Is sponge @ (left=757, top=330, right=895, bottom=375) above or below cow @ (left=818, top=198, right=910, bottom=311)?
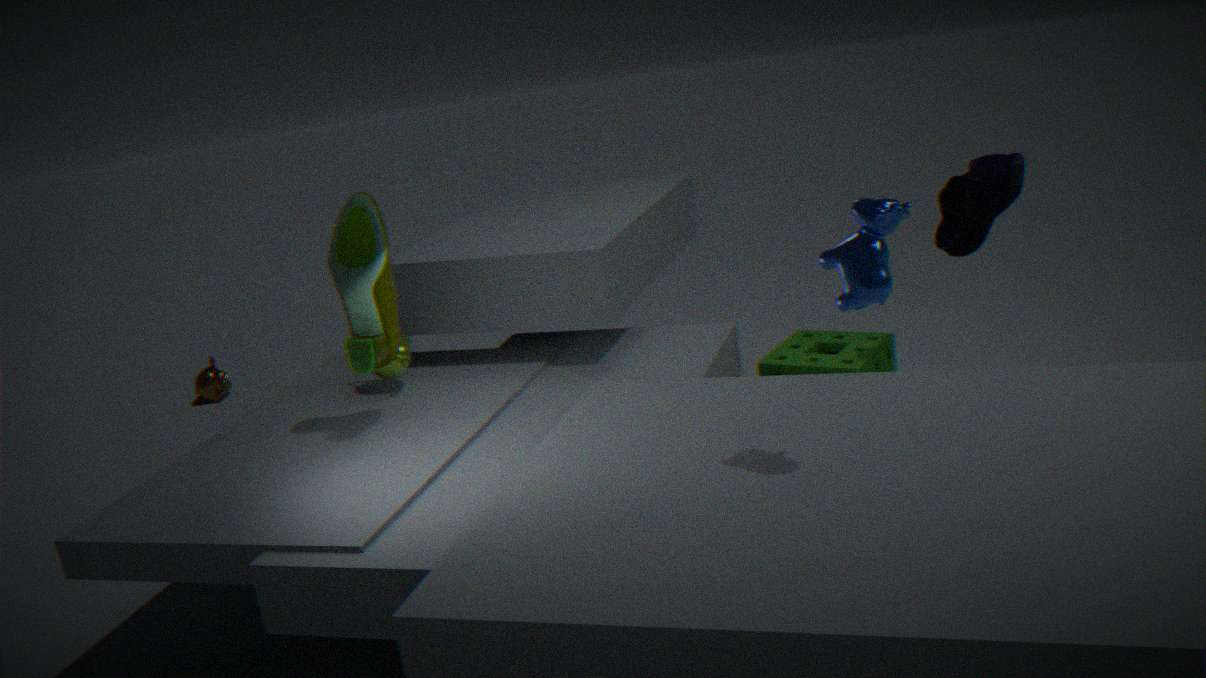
below
